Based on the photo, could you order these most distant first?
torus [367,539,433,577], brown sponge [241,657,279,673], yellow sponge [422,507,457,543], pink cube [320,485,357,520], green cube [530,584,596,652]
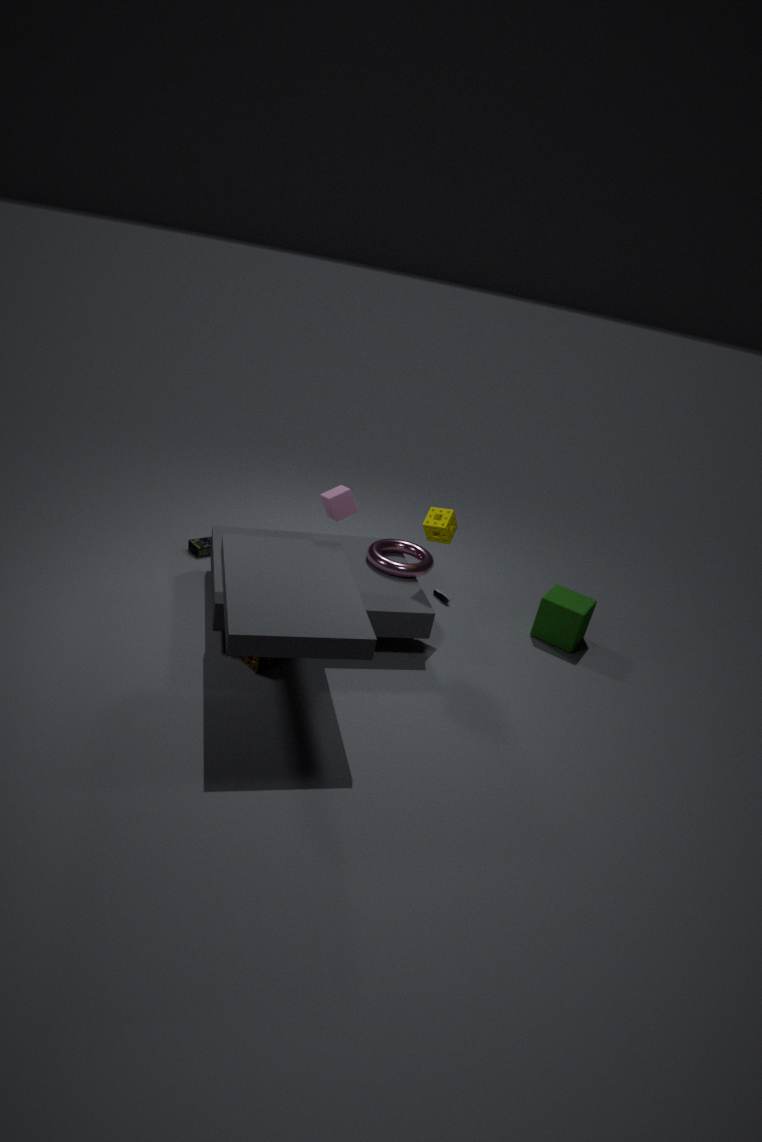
green cube [530,584,596,652] → torus [367,539,433,577] → yellow sponge [422,507,457,543] → pink cube [320,485,357,520] → brown sponge [241,657,279,673]
